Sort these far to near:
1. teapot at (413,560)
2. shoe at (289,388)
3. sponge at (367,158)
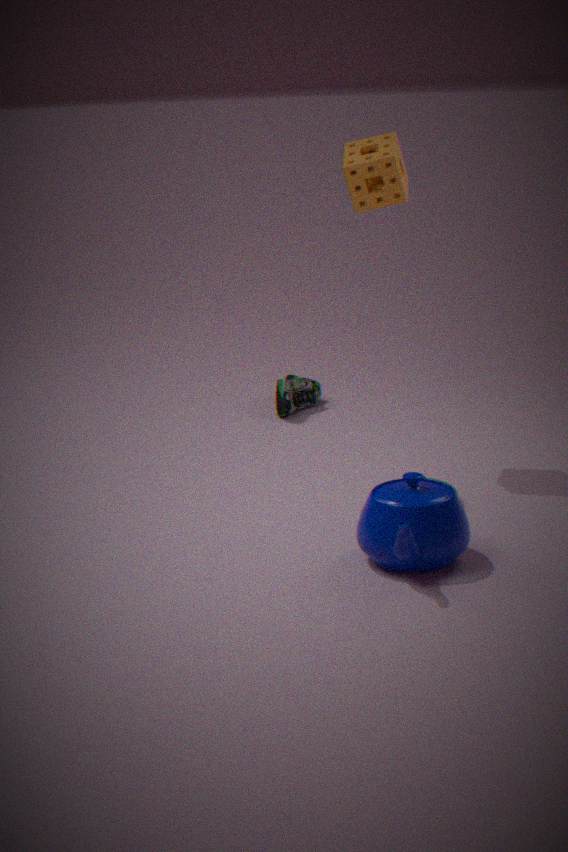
shoe at (289,388) < sponge at (367,158) < teapot at (413,560)
